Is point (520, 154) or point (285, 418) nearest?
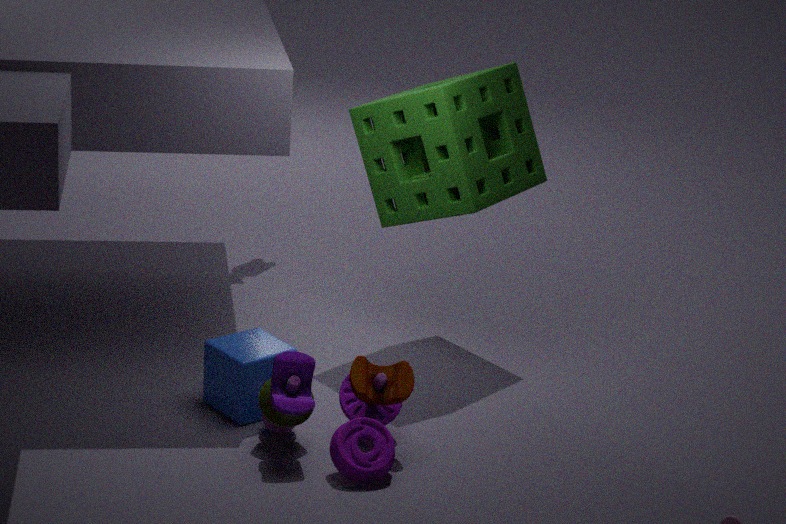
point (285, 418)
